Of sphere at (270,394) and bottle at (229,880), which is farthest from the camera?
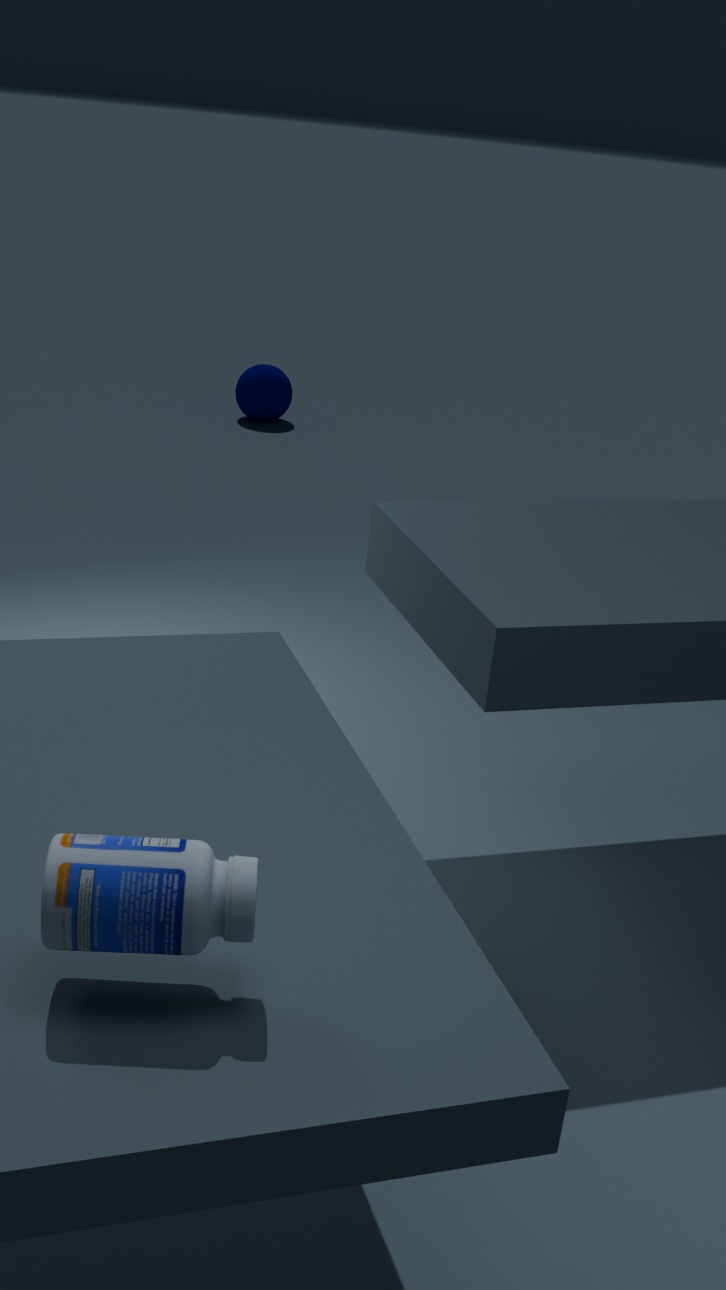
sphere at (270,394)
